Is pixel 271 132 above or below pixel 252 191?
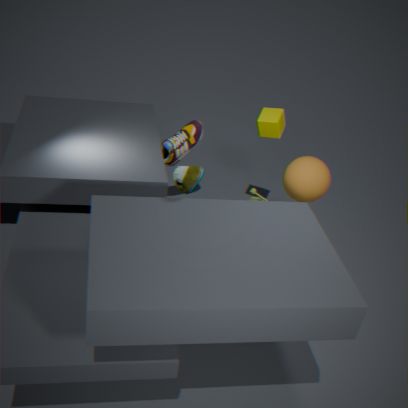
above
